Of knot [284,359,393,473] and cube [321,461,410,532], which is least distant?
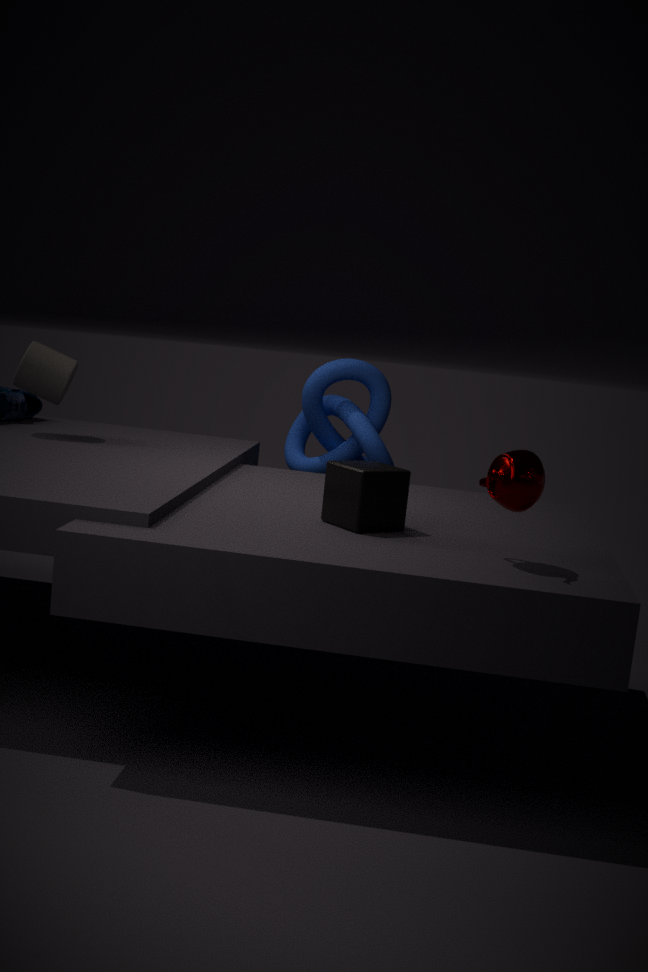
cube [321,461,410,532]
